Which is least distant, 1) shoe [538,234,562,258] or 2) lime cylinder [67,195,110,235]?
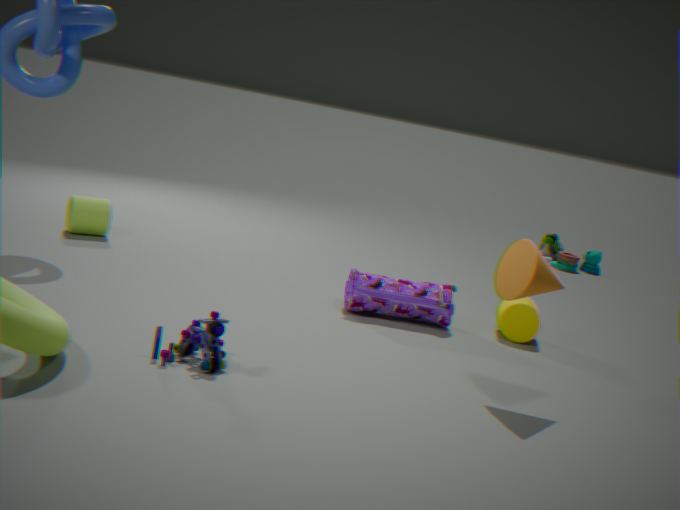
2. lime cylinder [67,195,110,235]
